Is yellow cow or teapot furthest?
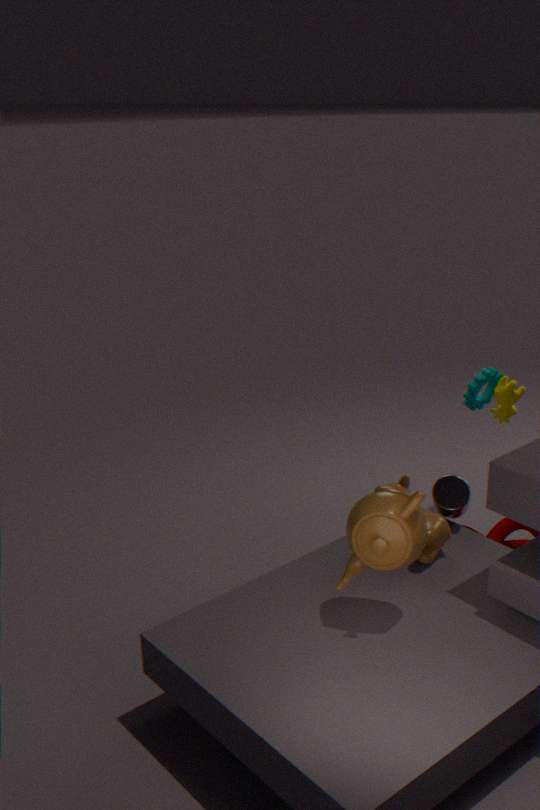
yellow cow
